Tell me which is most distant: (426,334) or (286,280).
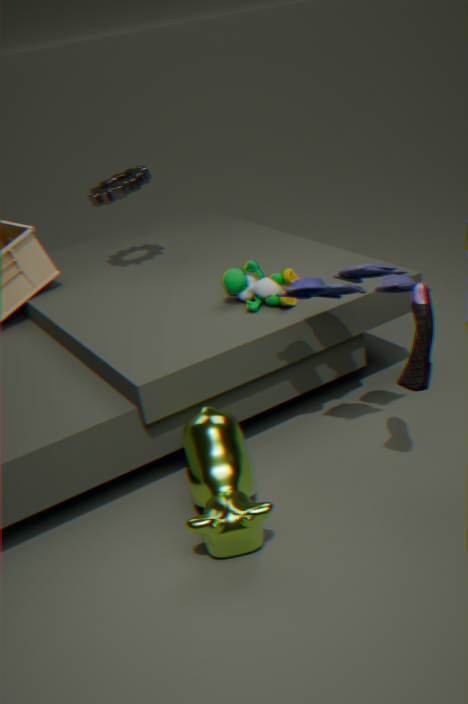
(286,280)
